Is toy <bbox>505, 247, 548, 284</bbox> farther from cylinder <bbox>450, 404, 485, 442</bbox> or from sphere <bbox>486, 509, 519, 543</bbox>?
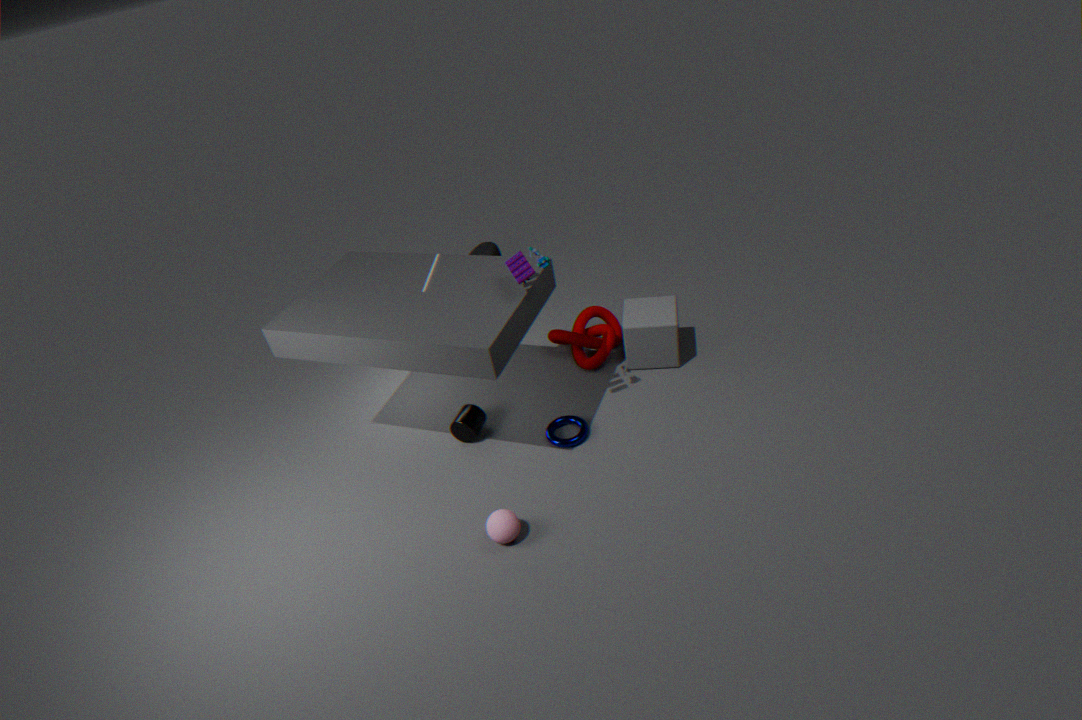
sphere <bbox>486, 509, 519, 543</bbox>
